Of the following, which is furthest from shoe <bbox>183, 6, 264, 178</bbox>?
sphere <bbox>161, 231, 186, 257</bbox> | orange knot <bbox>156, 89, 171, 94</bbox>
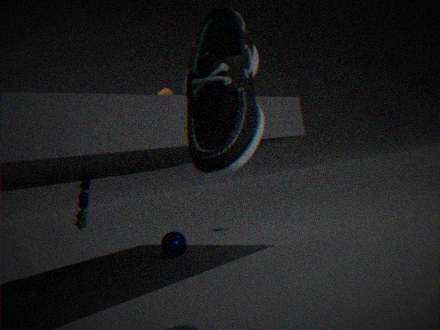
sphere <bbox>161, 231, 186, 257</bbox>
